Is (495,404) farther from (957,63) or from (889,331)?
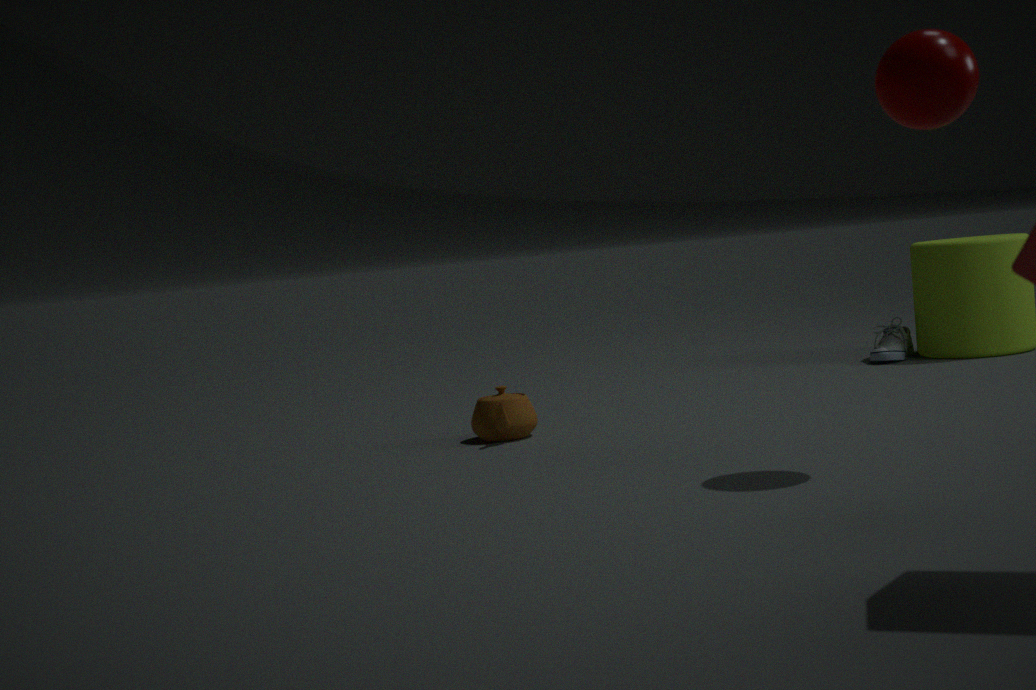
(889,331)
